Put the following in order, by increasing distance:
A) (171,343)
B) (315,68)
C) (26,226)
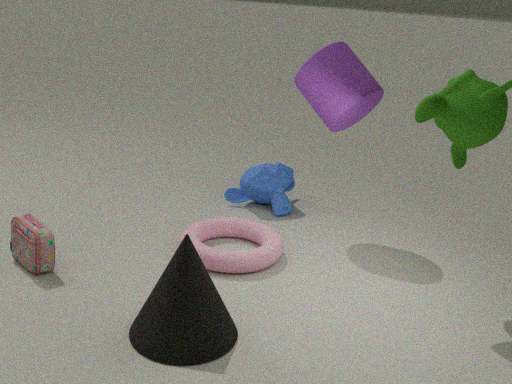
(171,343), (26,226), (315,68)
